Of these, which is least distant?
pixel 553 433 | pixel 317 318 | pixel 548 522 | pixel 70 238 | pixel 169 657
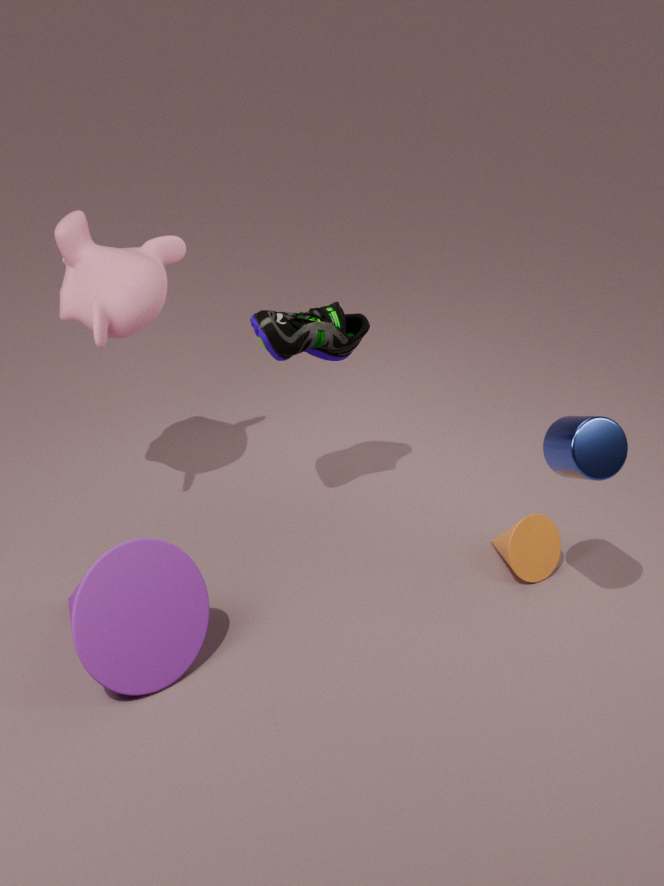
pixel 169 657
